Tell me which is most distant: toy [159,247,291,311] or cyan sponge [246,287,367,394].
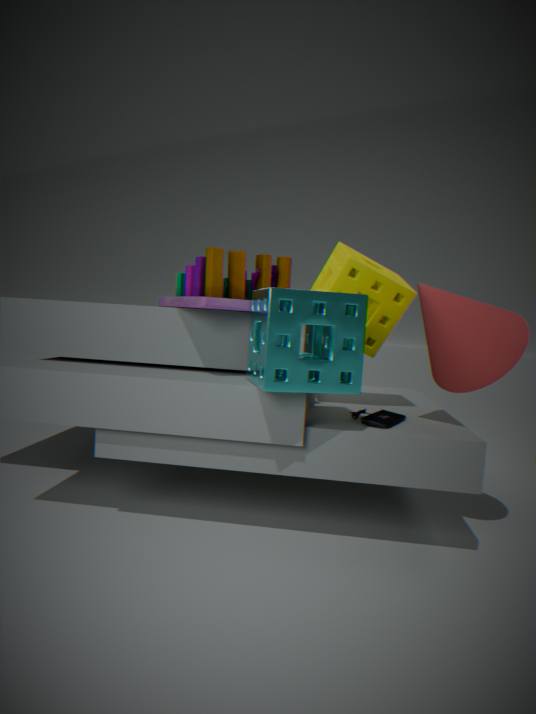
toy [159,247,291,311]
